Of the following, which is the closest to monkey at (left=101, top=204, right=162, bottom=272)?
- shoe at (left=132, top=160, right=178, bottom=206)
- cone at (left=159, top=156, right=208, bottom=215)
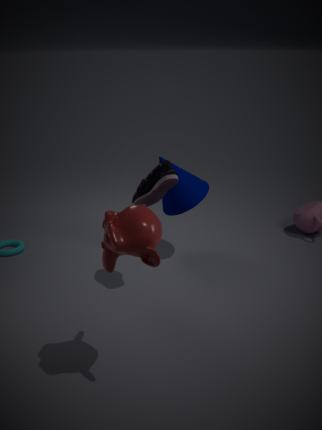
shoe at (left=132, top=160, right=178, bottom=206)
